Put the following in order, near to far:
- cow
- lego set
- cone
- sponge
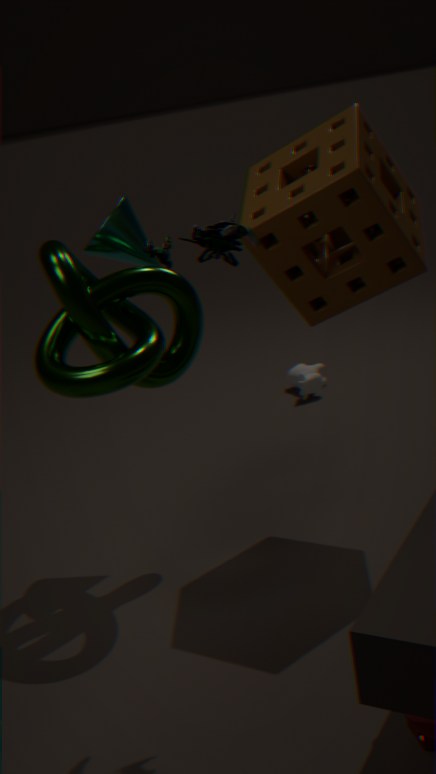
lego set < sponge < cone < cow
